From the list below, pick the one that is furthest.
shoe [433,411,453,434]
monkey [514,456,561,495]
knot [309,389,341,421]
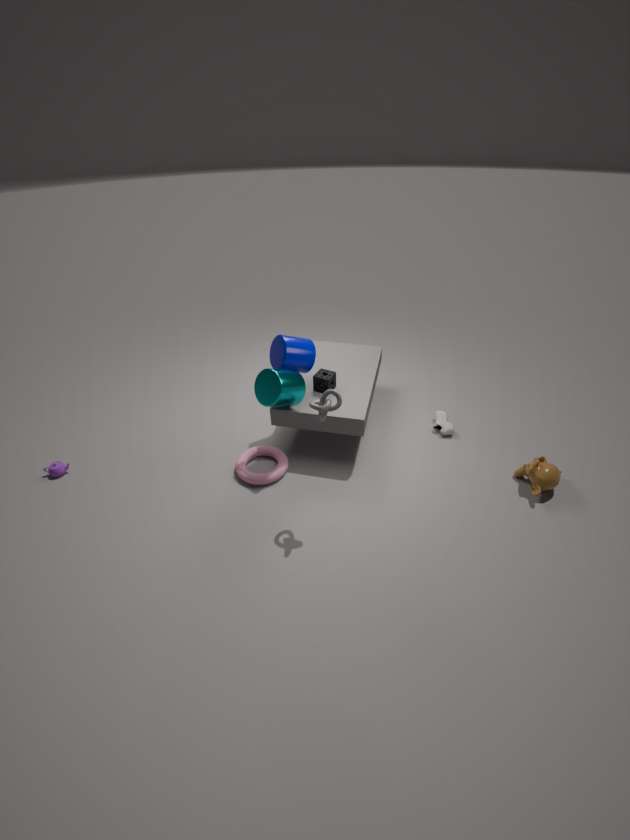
shoe [433,411,453,434]
